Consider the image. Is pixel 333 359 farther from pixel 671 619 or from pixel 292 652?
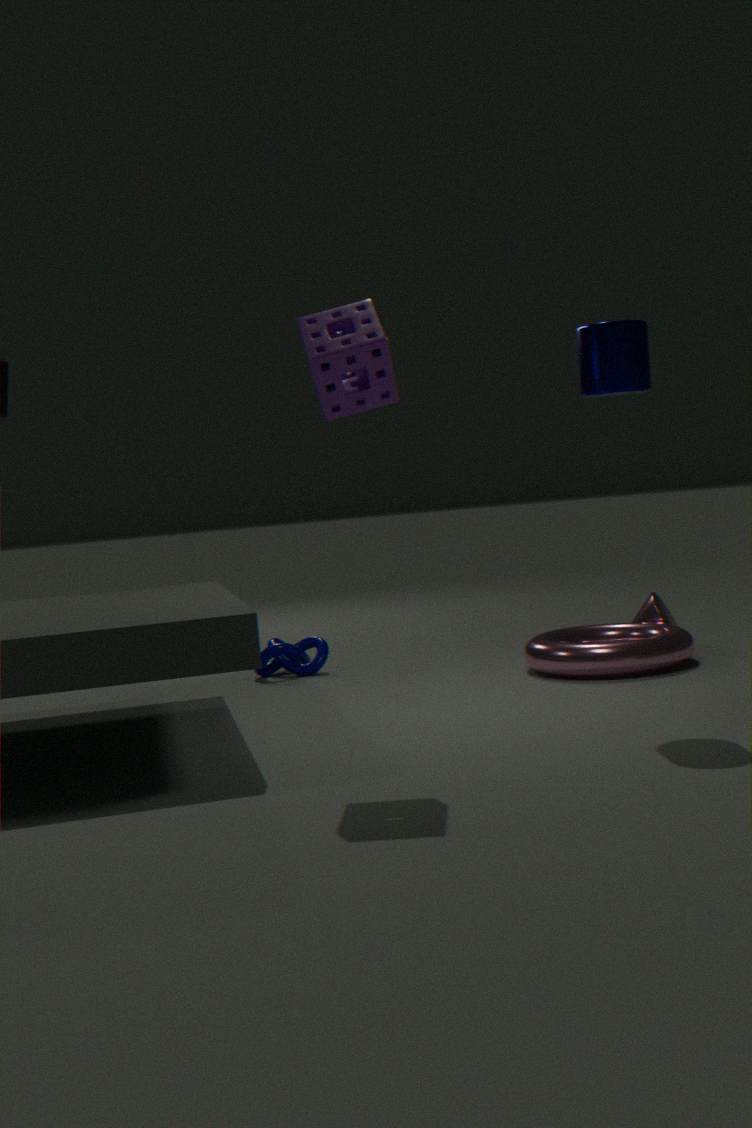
pixel 671 619
